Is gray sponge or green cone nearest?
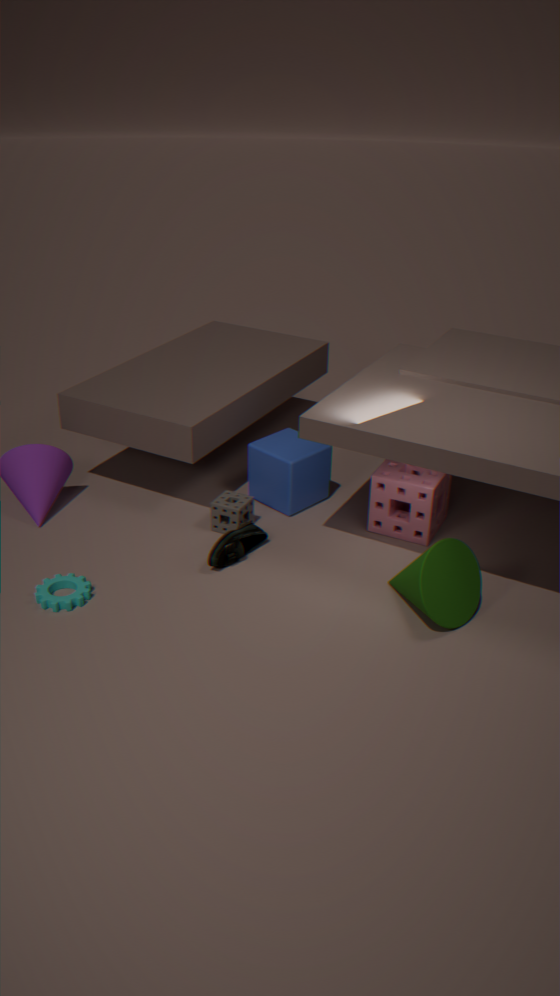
green cone
